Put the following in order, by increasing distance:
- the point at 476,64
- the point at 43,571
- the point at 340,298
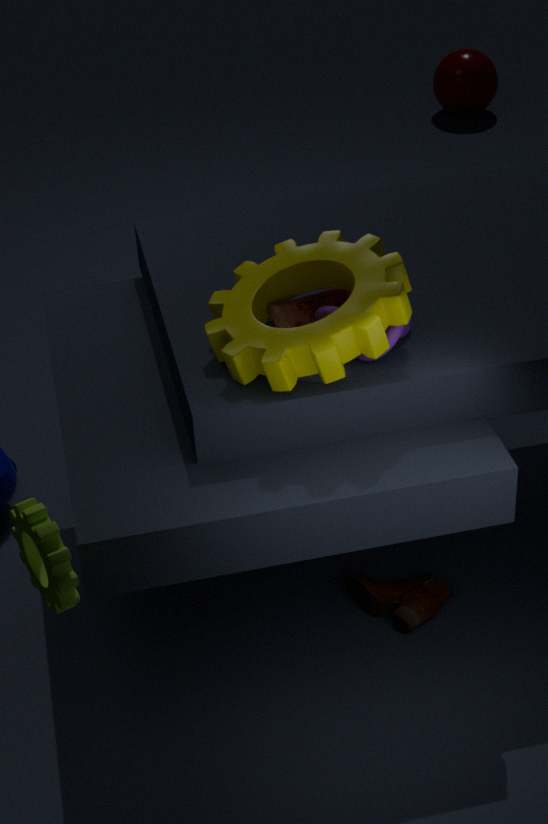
the point at 43,571
the point at 340,298
the point at 476,64
